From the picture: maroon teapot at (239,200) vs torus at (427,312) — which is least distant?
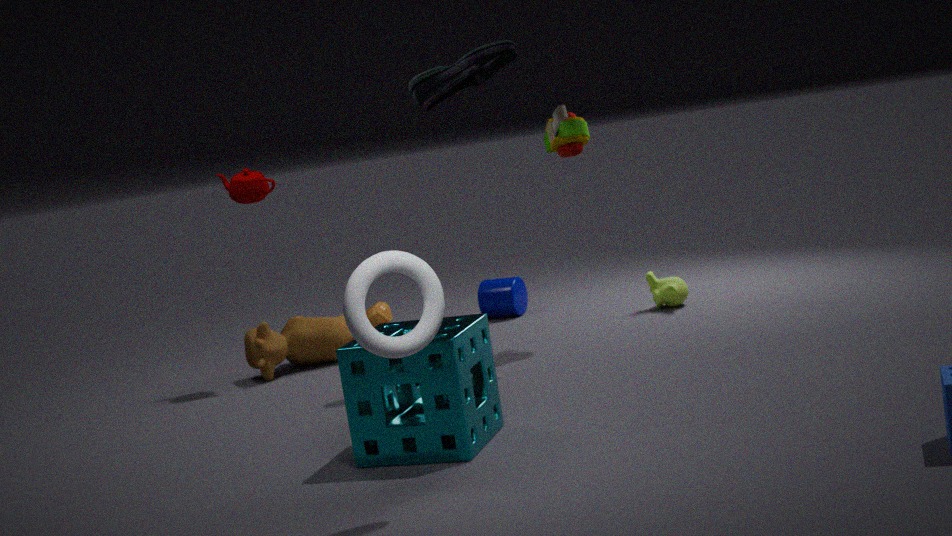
torus at (427,312)
